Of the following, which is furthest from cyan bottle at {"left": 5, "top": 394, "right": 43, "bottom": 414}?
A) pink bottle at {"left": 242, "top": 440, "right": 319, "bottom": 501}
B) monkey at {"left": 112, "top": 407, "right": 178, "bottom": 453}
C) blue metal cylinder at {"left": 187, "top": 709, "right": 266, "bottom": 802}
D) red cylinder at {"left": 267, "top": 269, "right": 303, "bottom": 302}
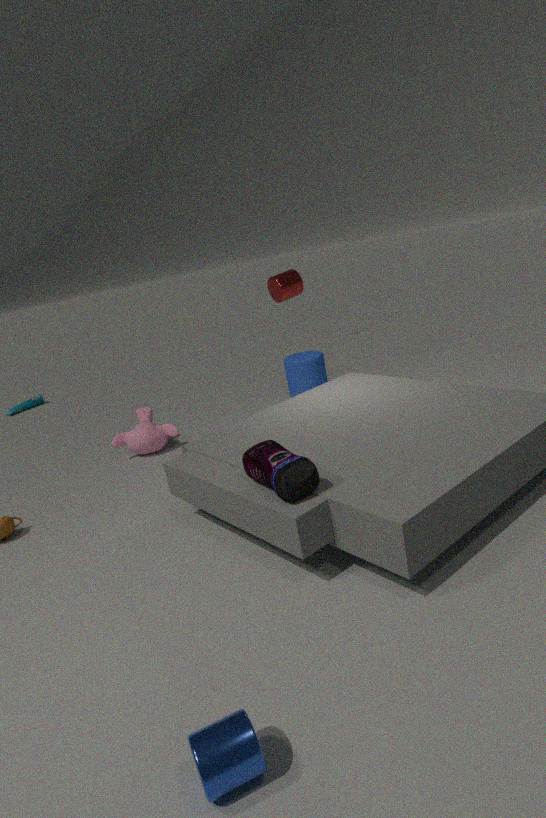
blue metal cylinder at {"left": 187, "top": 709, "right": 266, "bottom": 802}
